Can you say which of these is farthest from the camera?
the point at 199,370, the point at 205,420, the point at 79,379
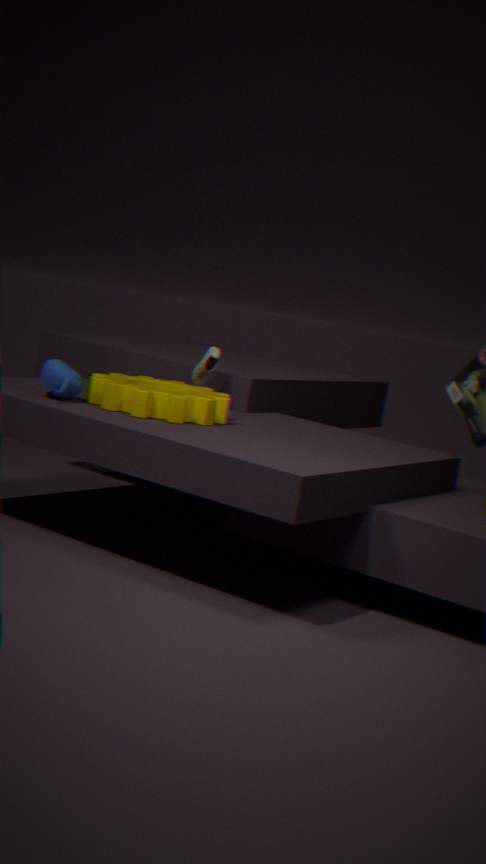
the point at 199,370
